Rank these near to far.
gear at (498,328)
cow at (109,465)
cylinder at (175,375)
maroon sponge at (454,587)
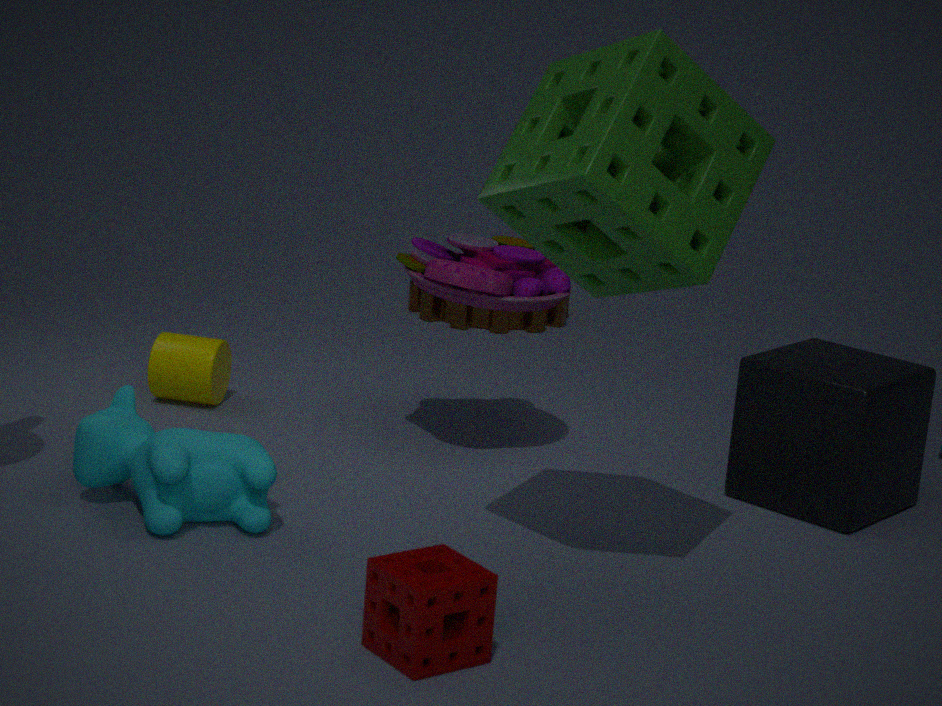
maroon sponge at (454,587), cow at (109,465), cylinder at (175,375), gear at (498,328)
